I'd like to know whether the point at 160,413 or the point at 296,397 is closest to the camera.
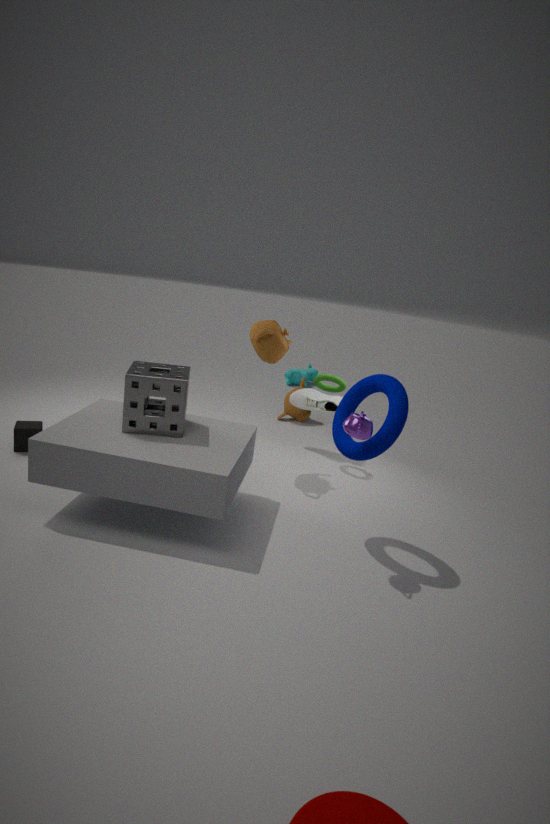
the point at 160,413
